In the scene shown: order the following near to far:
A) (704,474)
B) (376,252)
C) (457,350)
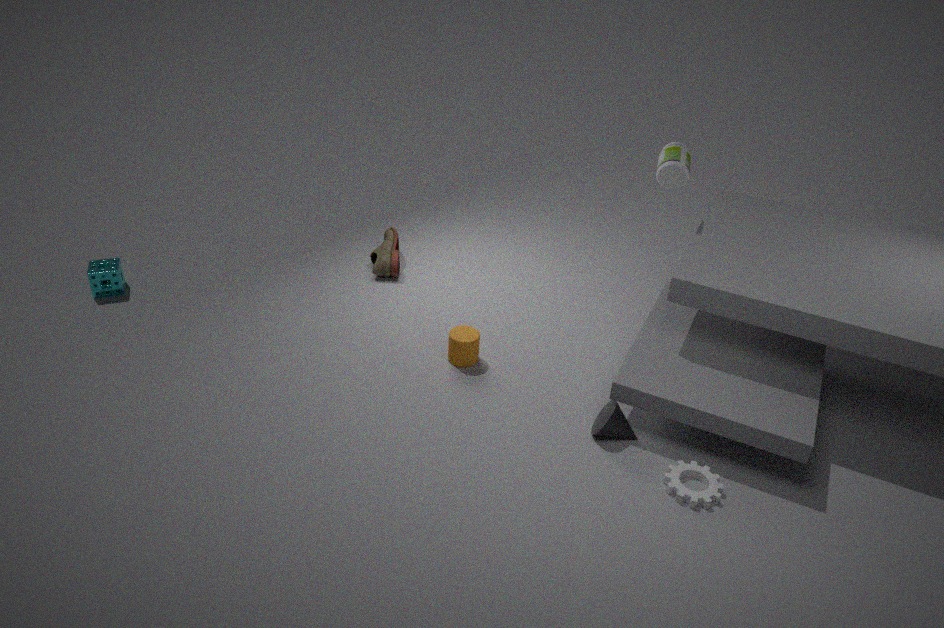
(704,474) < (457,350) < (376,252)
